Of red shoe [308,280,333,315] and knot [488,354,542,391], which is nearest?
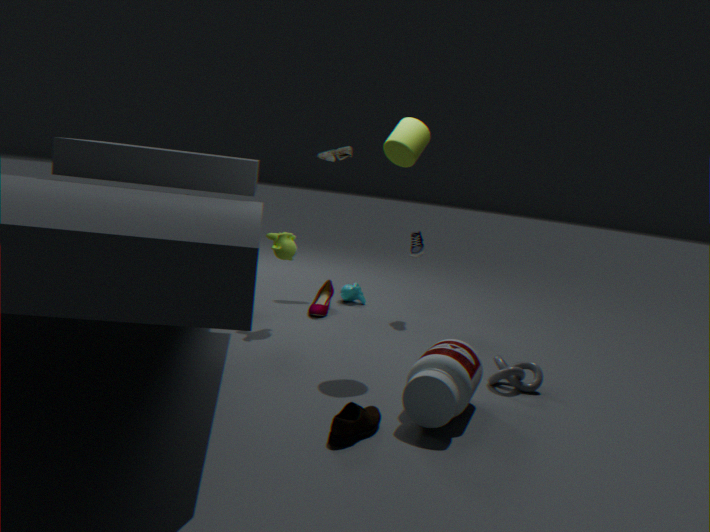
knot [488,354,542,391]
